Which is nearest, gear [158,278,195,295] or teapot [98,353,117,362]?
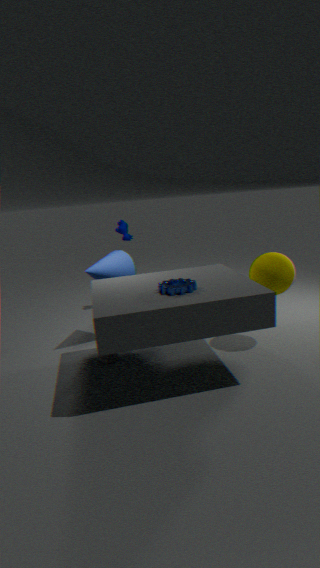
gear [158,278,195,295]
